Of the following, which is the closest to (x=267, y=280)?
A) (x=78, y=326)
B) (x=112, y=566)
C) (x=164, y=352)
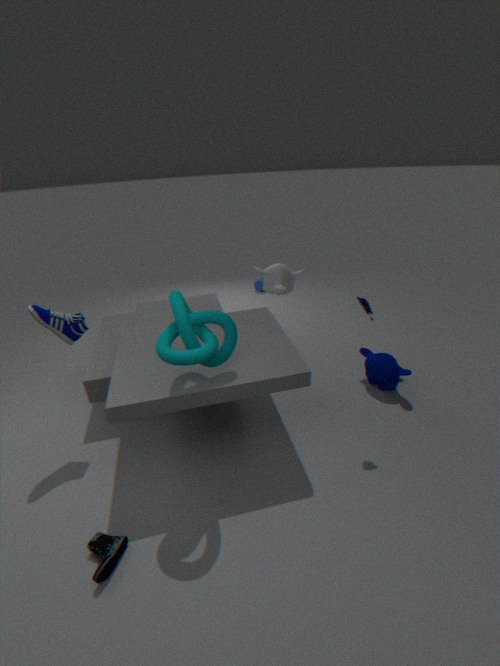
(x=164, y=352)
